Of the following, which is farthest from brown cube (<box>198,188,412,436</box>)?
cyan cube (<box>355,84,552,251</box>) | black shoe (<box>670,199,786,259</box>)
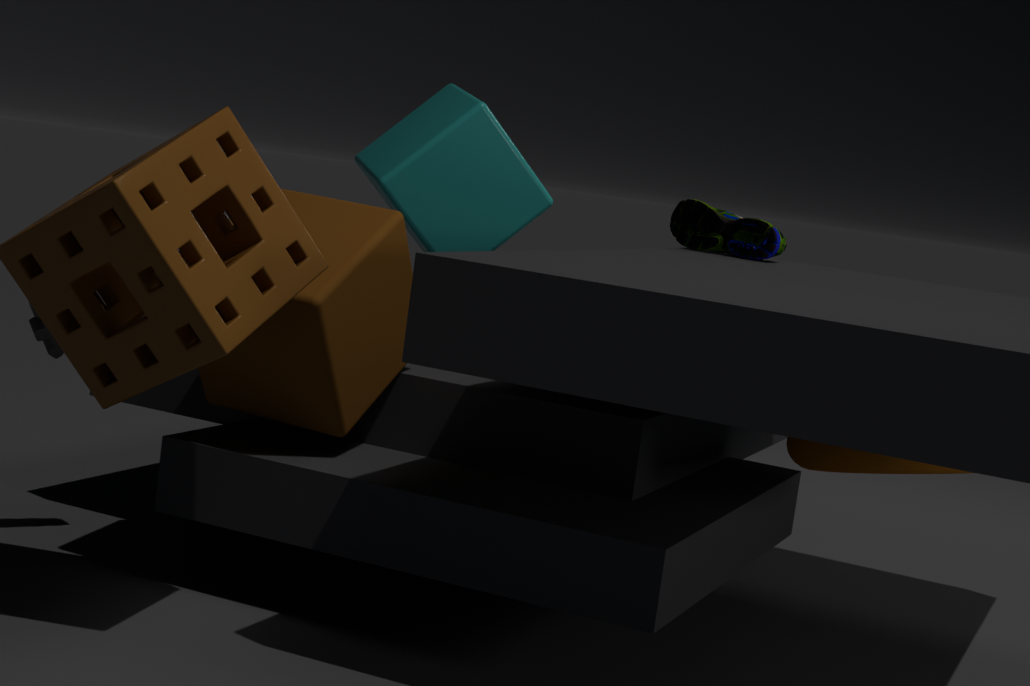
black shoe (<box>670,199,786,259</box>)
